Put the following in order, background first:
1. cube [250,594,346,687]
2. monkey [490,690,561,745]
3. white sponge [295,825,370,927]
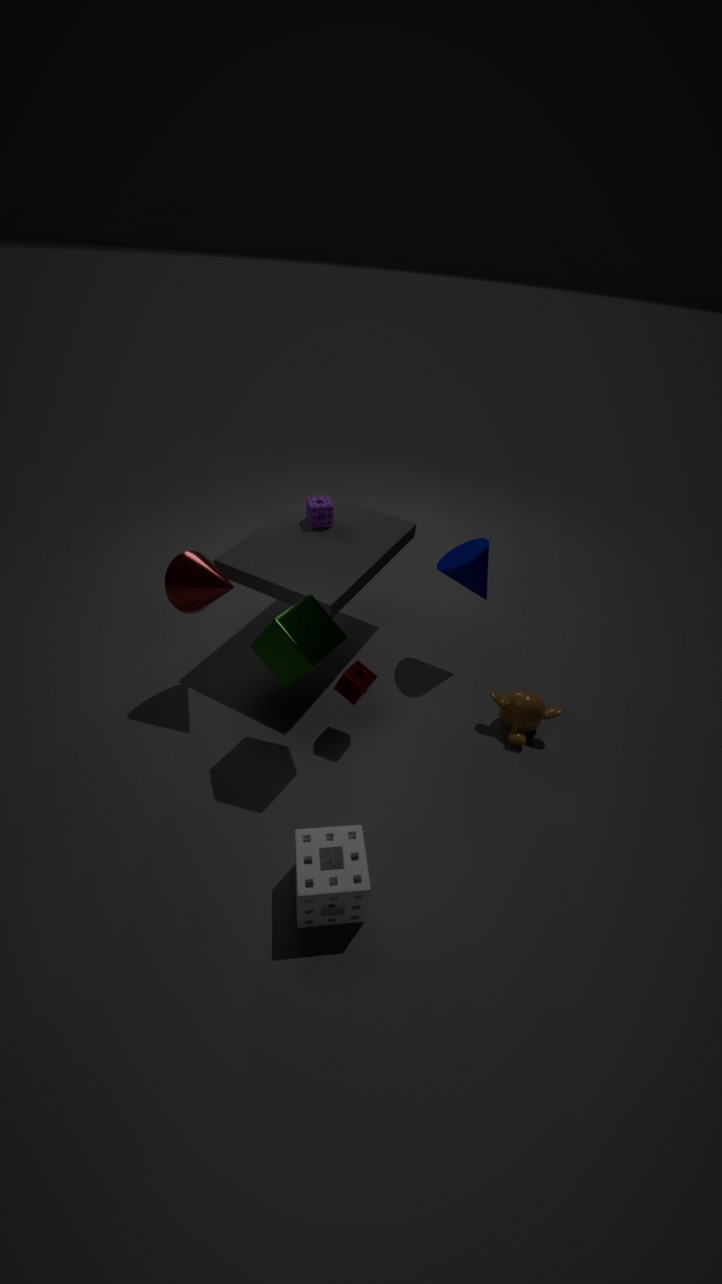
1. monkey [490,690,561,745]
2. cube [250,594,346,687]
3. white sponge [295,825,370,927]
